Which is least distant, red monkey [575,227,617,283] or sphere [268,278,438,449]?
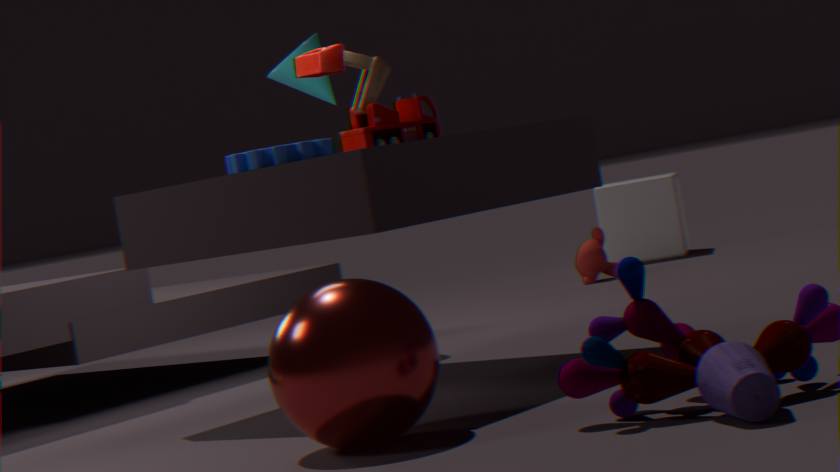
sphere [268,278,438,449]
